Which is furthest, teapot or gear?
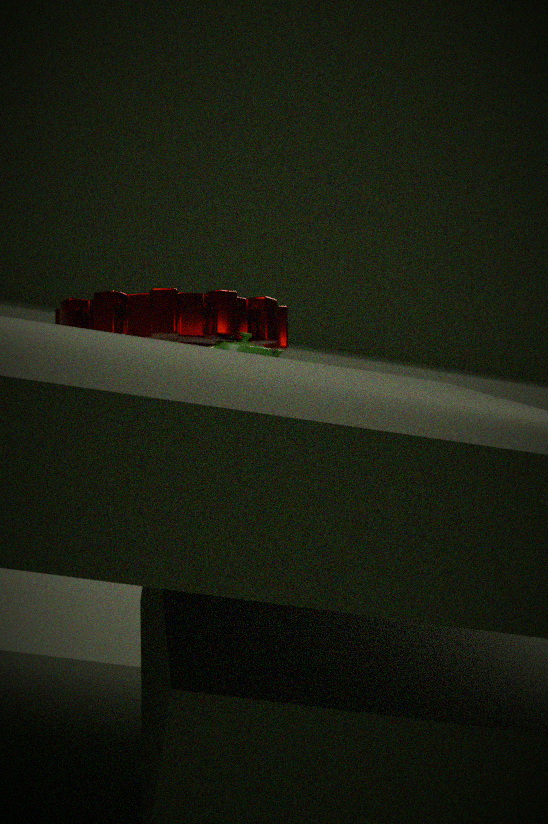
teapot
